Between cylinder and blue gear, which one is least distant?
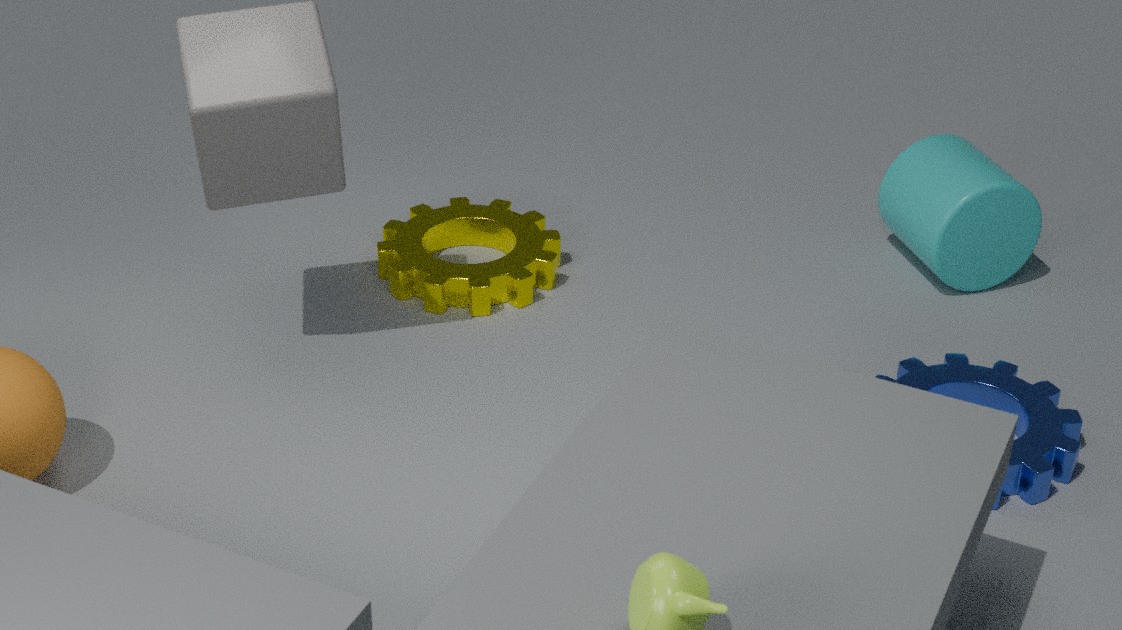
blue gear
